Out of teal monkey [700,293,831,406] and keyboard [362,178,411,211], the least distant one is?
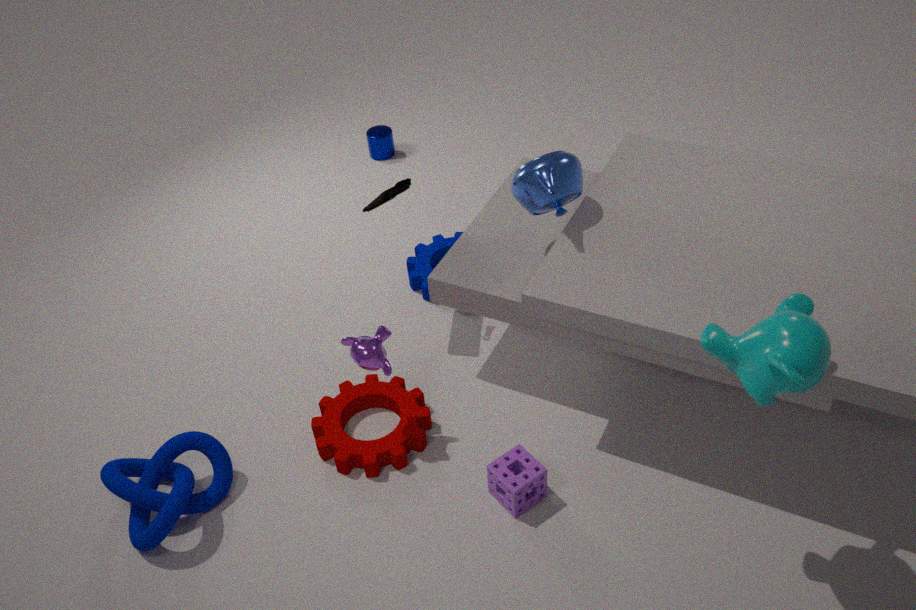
teal monkey [700,293,831,406]
